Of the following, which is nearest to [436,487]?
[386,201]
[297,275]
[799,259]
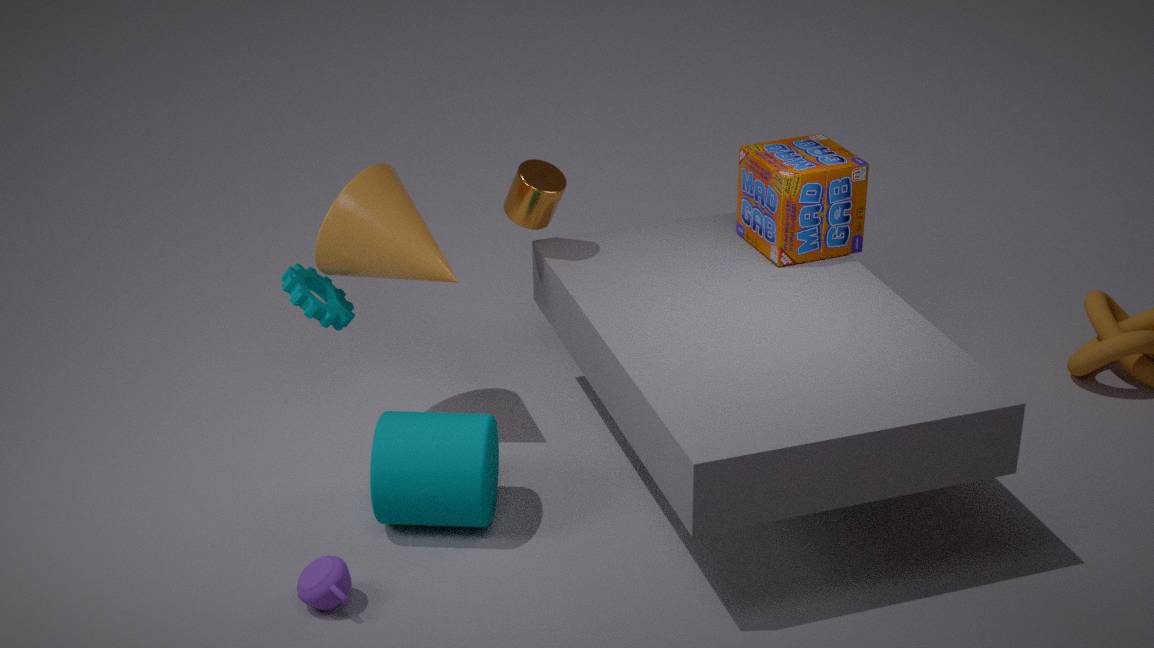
[297,275]
